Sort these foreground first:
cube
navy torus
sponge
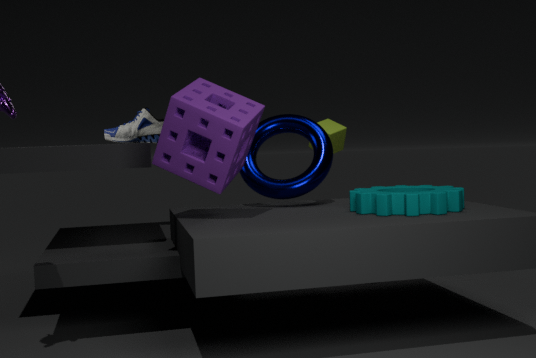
sponge
navy torus
cube
